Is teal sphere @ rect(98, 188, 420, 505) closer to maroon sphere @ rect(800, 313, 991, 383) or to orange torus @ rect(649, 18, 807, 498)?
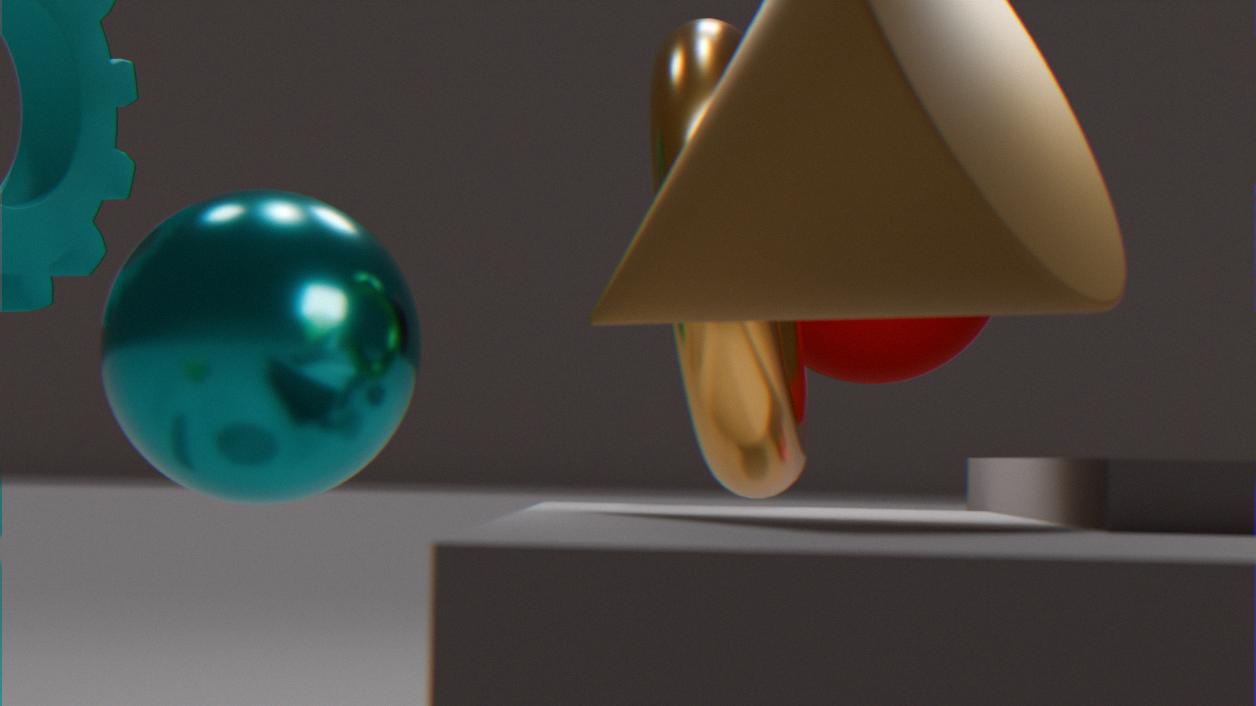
orange torus @ rect(649, 18, 807, 498)
